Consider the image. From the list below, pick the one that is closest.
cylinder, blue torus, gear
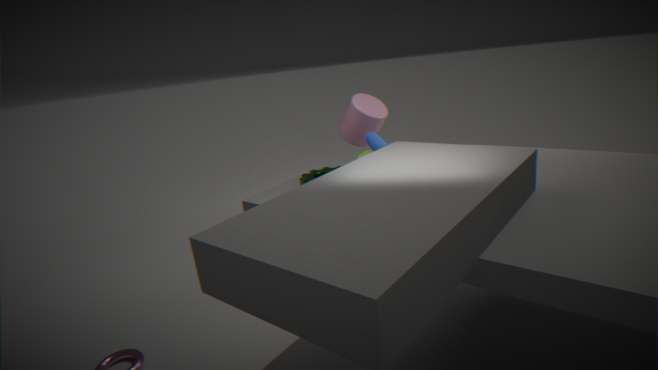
blue torus
